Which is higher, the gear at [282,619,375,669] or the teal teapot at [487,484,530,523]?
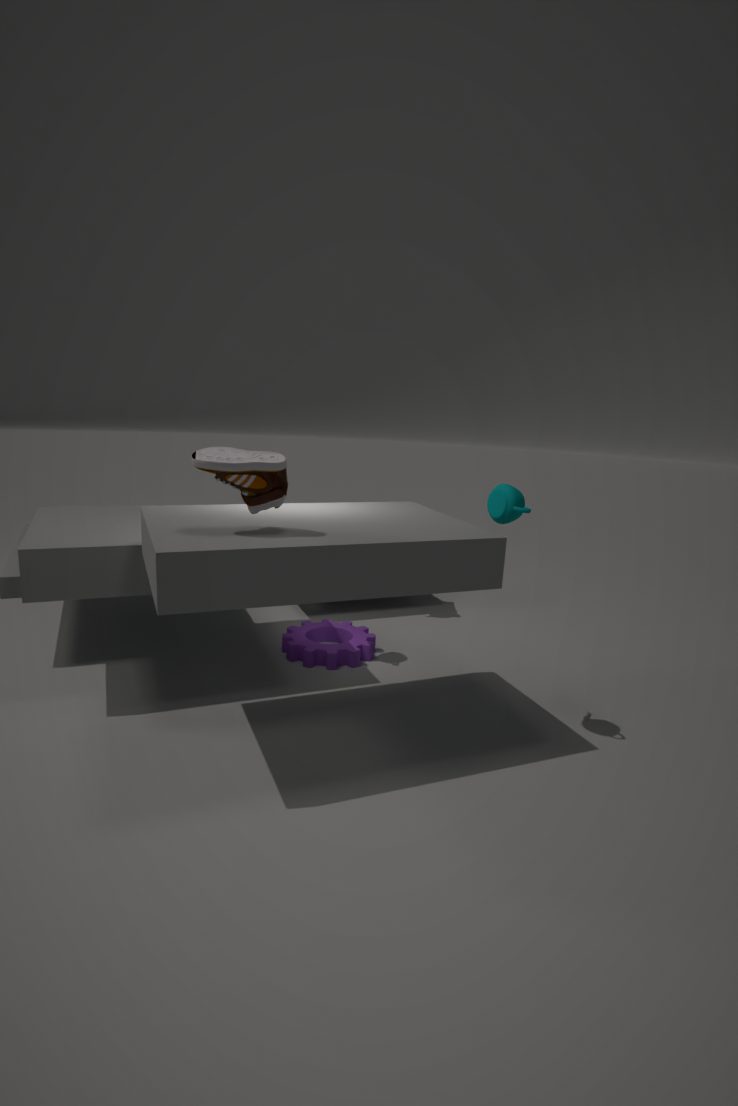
the teal teapot at [487,484,530,523]
